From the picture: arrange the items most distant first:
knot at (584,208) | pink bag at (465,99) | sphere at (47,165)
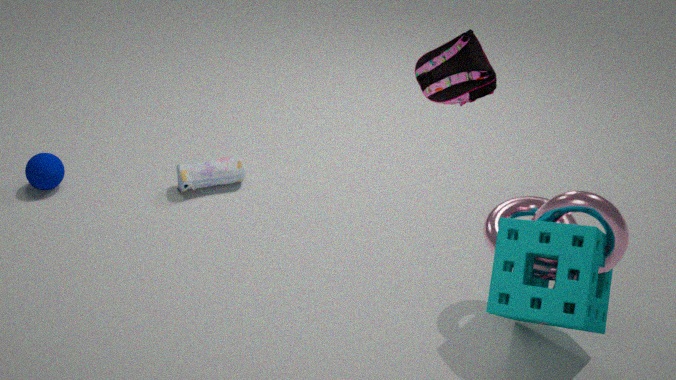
sphere at (47,165) < knot at (584,208) < pink bag at (465,99)
